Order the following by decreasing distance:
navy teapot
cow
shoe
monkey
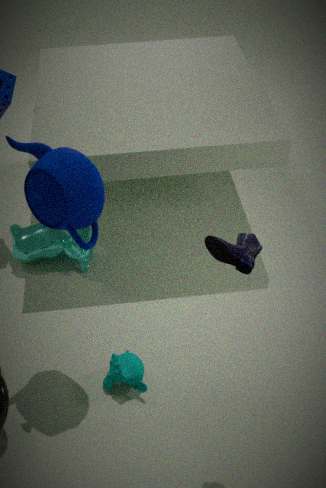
cow → monkey → navy teapot → shoe
